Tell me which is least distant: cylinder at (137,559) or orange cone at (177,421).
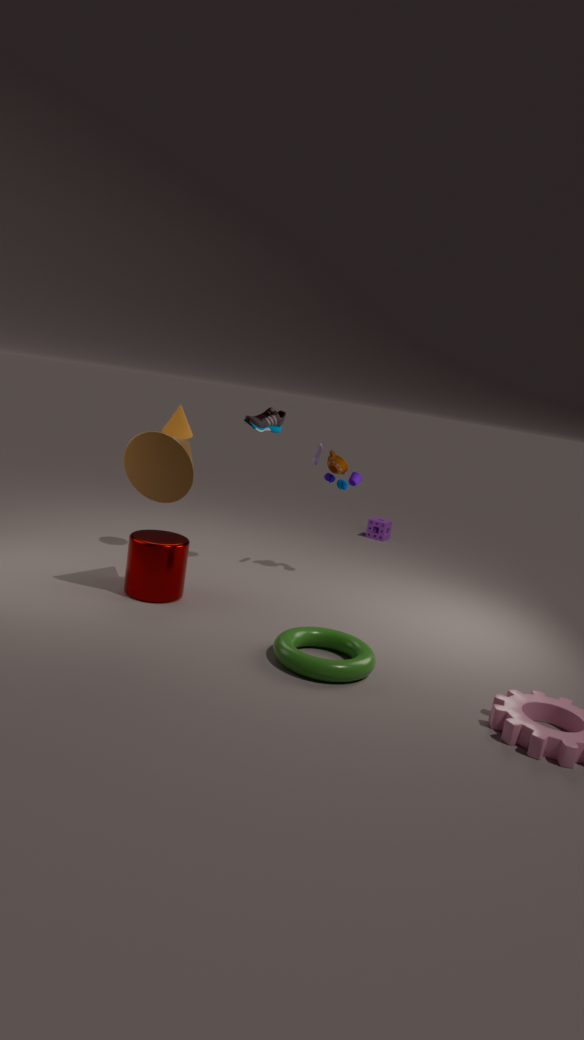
cylinder at (137,559)
